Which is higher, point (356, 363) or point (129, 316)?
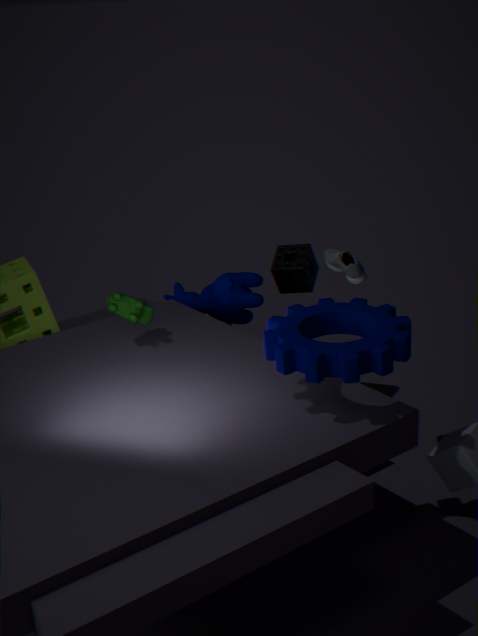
point (356, 363)
